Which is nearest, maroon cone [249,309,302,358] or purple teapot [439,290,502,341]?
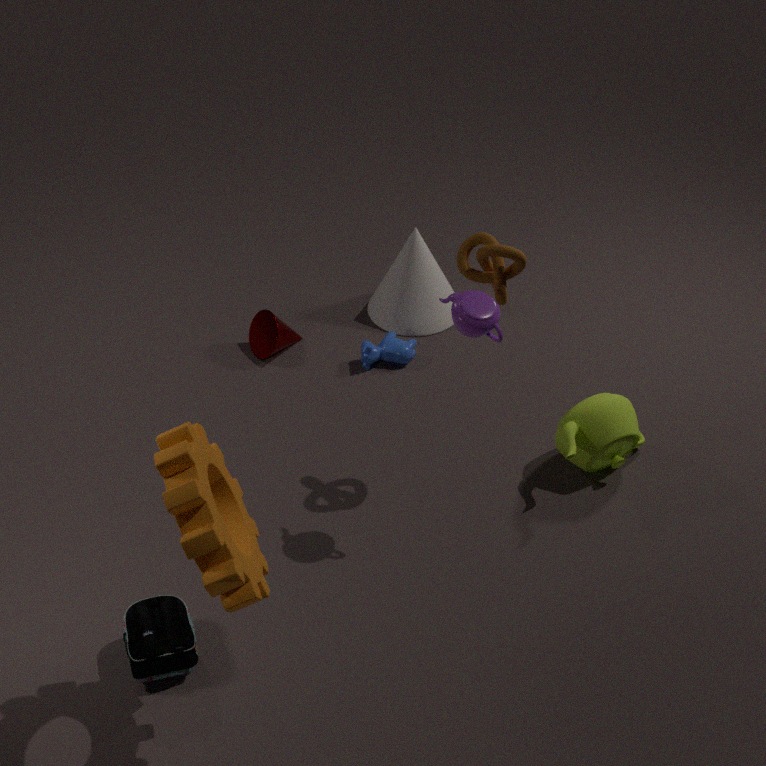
purple teapot [439,290,502,341]
